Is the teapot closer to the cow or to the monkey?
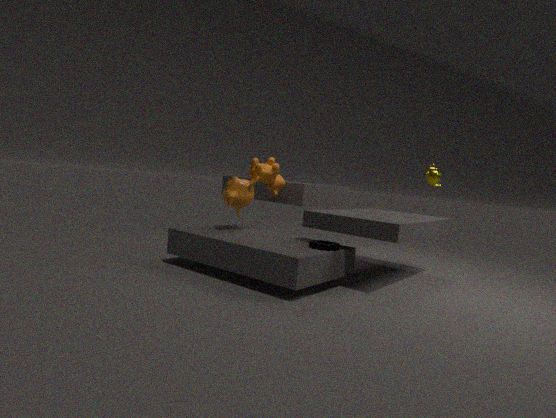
A: the cow
